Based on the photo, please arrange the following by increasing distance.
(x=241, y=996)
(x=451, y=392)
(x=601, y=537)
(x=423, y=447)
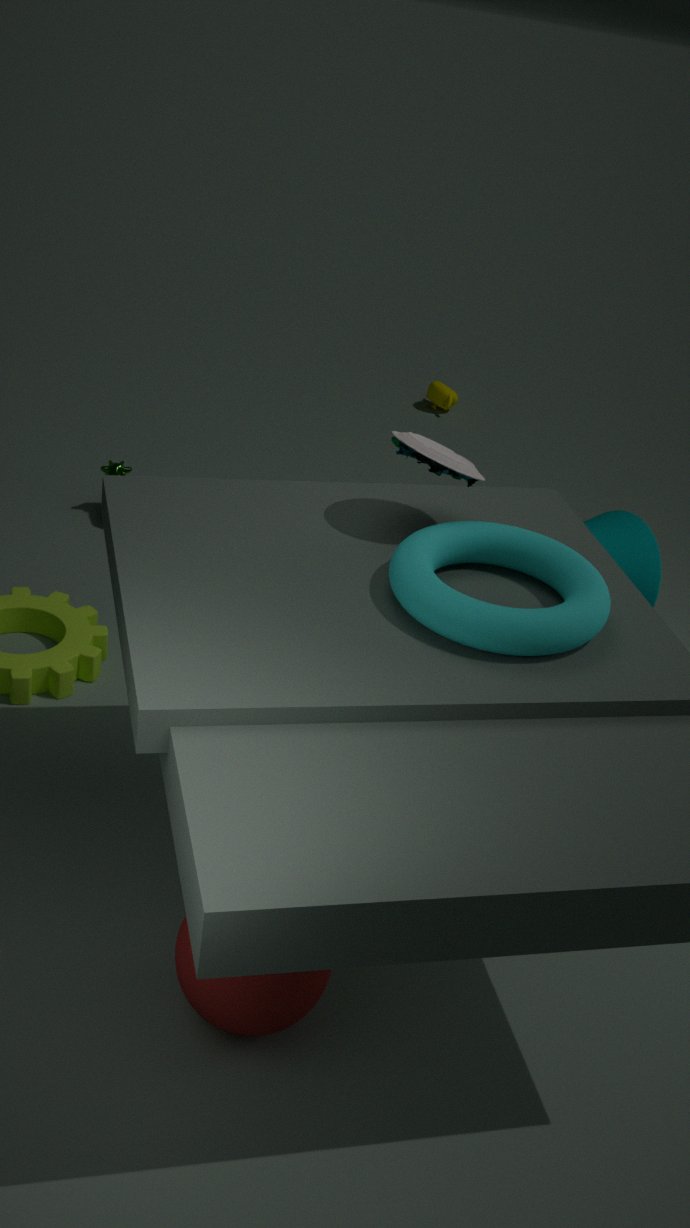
(x=241, y=996) → (x=423, y=447) → (x=601, y=537) → (x=451, y=392)
